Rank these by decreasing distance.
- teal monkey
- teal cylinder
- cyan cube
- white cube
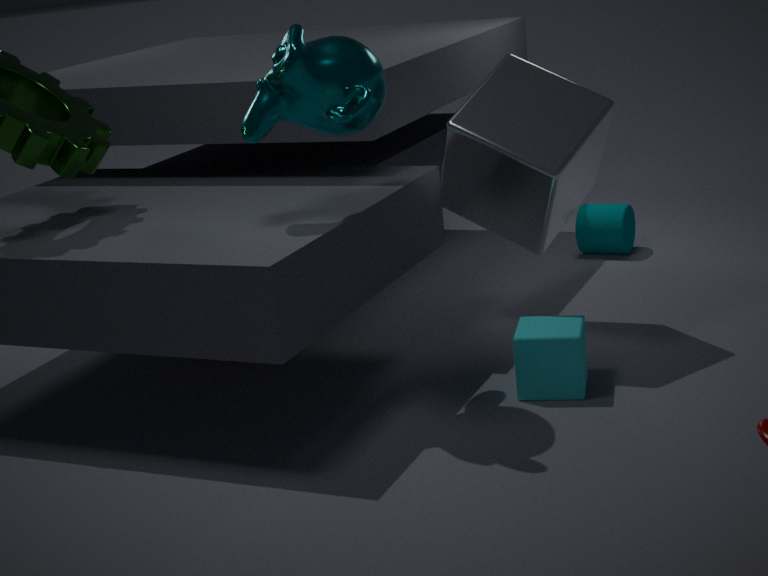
1. teal cylinder
2. white cube
3. cyan cube
4. teal monkey
